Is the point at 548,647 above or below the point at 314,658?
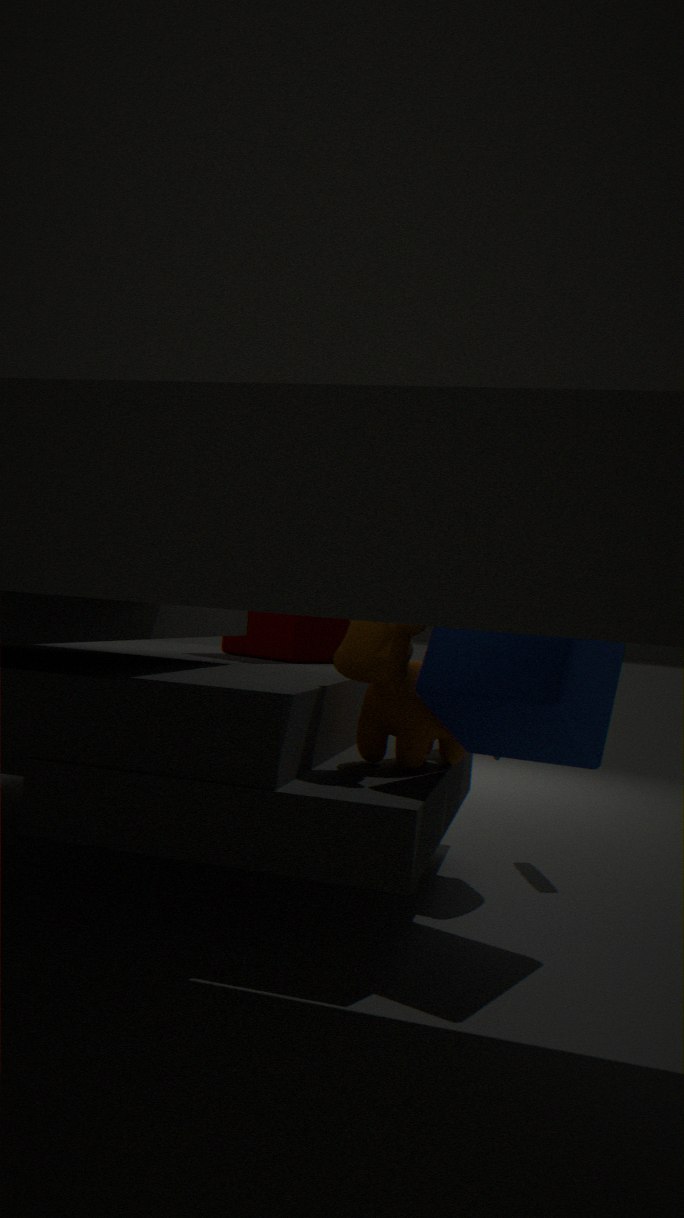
below
